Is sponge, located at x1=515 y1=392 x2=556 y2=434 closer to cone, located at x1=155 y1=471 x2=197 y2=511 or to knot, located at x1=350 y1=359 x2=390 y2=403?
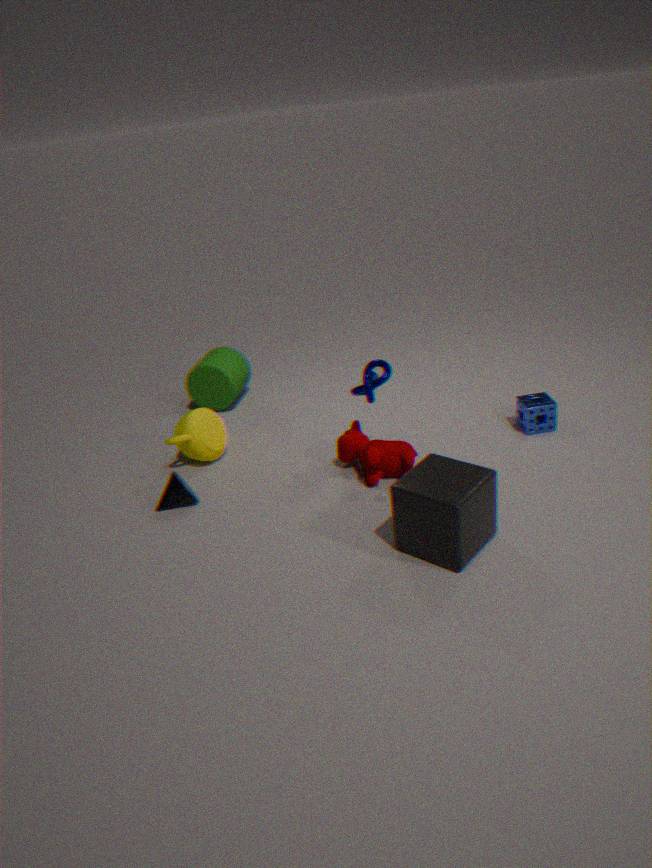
knot, located at x1=350 y1=359 x2=390 y2=403
